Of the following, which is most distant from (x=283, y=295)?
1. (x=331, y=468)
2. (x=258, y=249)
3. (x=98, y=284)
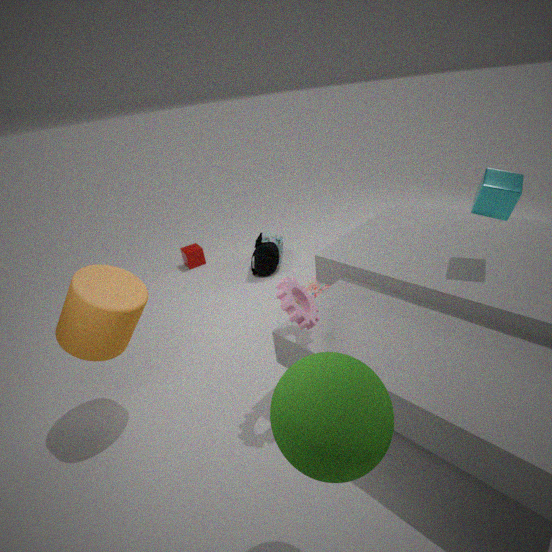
(x=258, y=249)
